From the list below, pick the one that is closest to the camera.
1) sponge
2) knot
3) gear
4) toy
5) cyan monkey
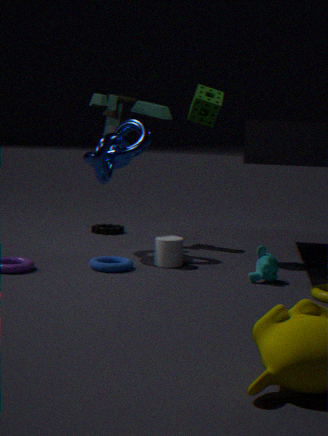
5. cyan monkey
